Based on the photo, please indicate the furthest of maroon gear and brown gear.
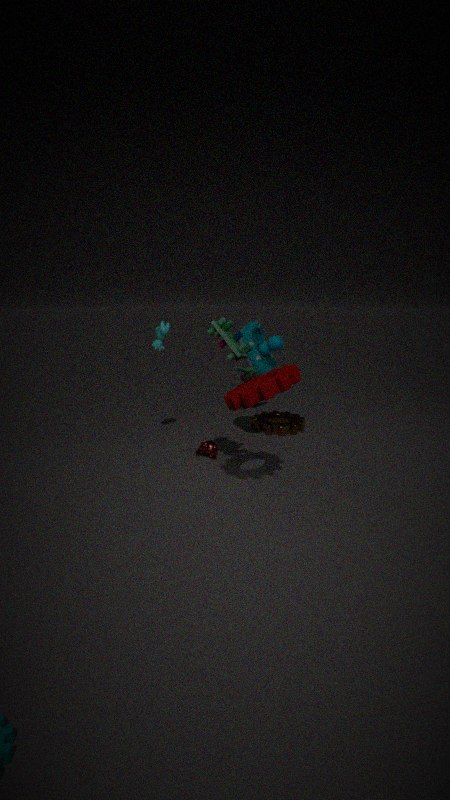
brown gear
